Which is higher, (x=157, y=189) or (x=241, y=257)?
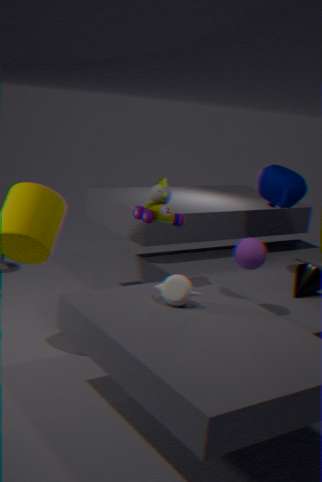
(x=157, y=189)
